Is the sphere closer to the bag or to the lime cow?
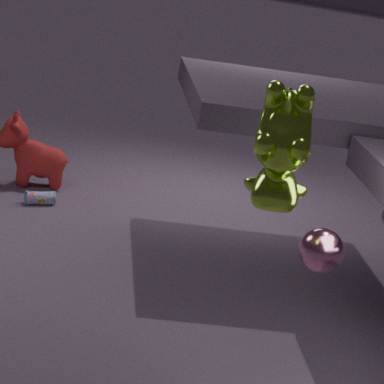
the lime cow
